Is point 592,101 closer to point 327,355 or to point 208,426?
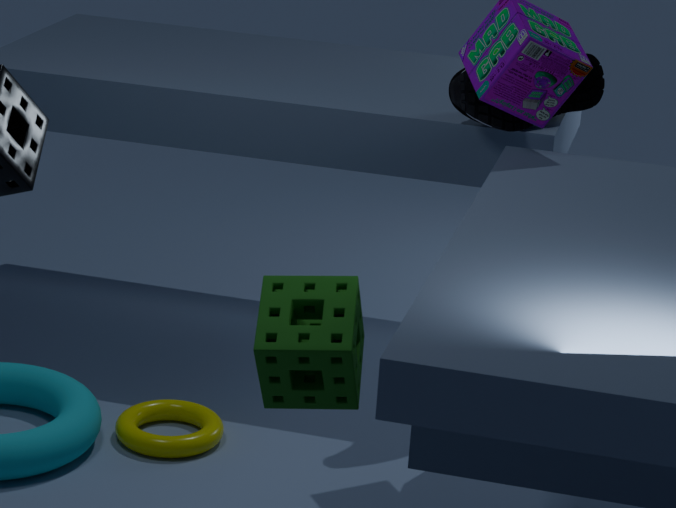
point 208,426
